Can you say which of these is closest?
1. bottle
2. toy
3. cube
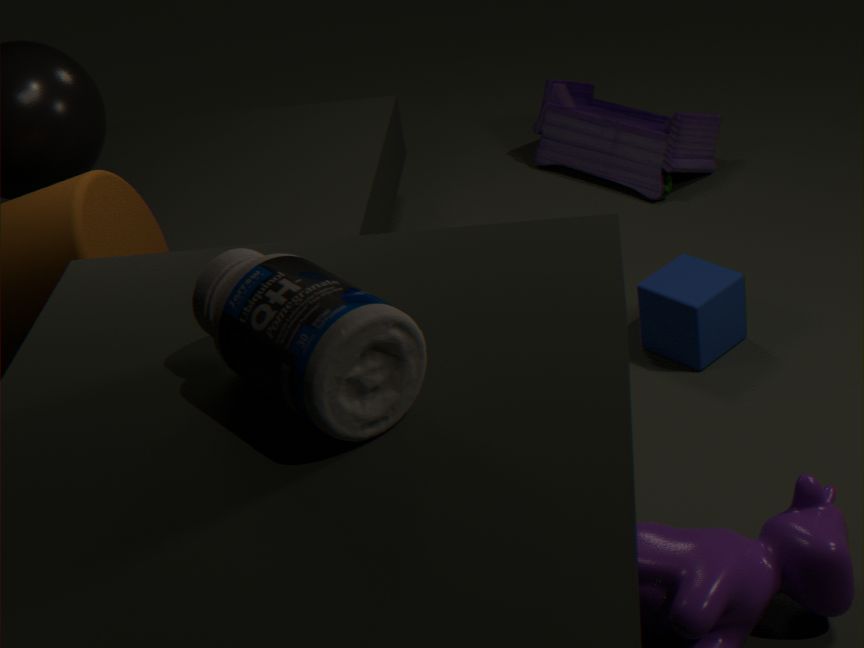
bottle
